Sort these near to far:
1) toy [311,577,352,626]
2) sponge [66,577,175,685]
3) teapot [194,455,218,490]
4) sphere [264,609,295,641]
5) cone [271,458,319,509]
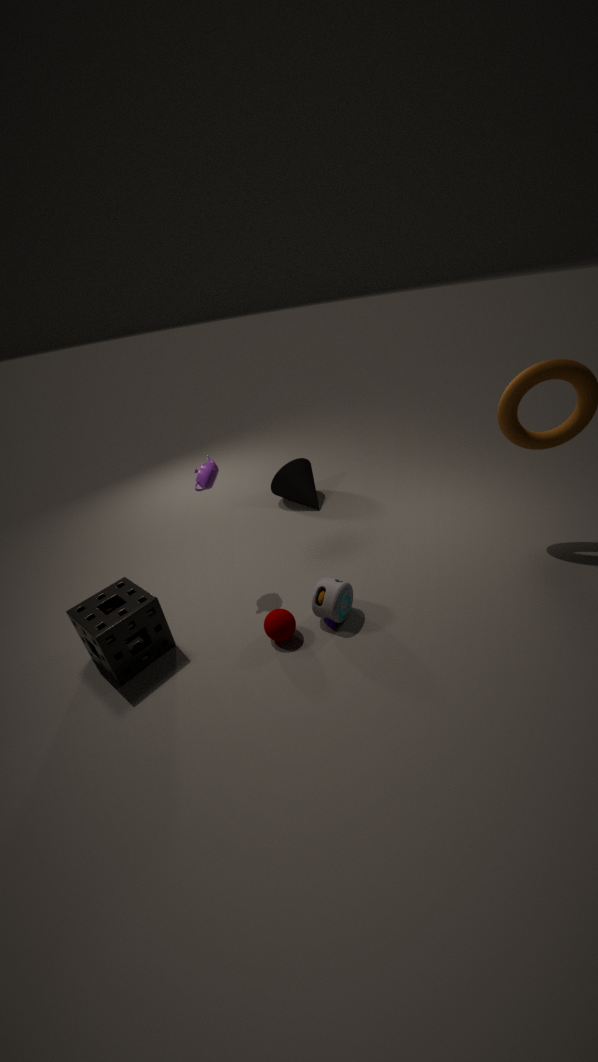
1. 2. sponge [66,577,175,685]
2. 4. sphere [264,609,295,641]
3. 1. toy [311,577,352,626]
4. 3. teapot [194,455,218,490]
5. 5. cone [271,458,319,509]
